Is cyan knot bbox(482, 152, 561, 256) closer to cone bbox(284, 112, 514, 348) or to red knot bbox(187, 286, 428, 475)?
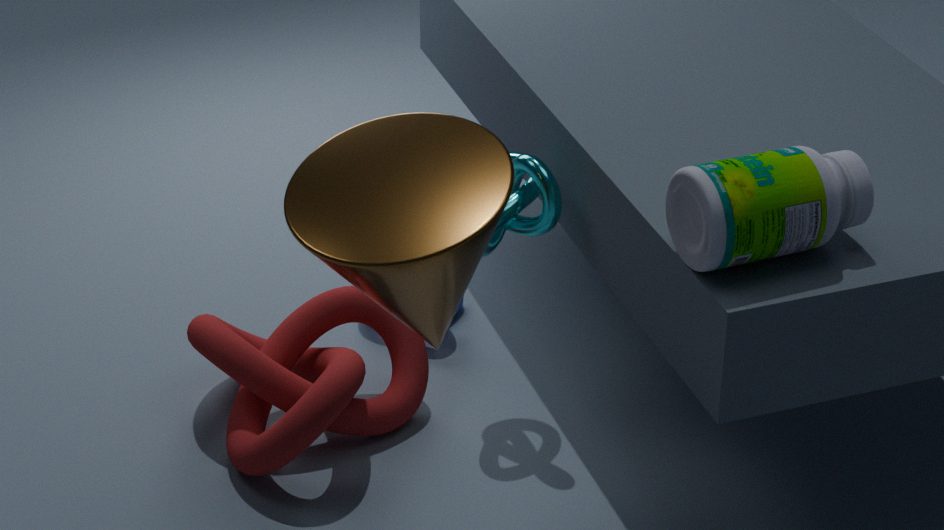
red knot bbox(187, 286, 428, 475)
